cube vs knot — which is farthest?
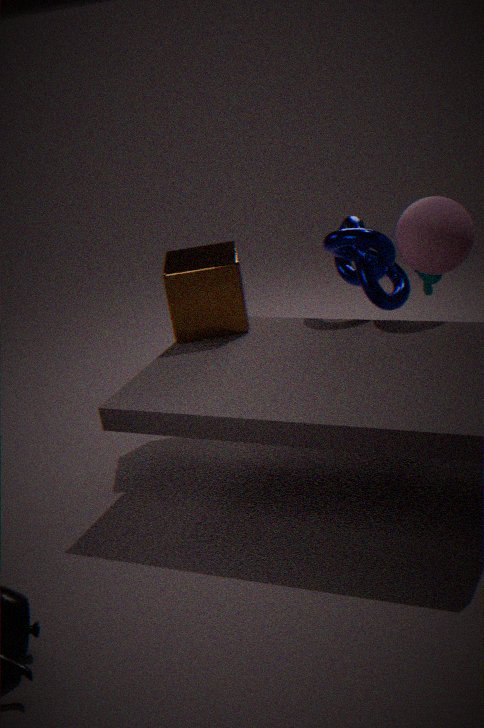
cube
